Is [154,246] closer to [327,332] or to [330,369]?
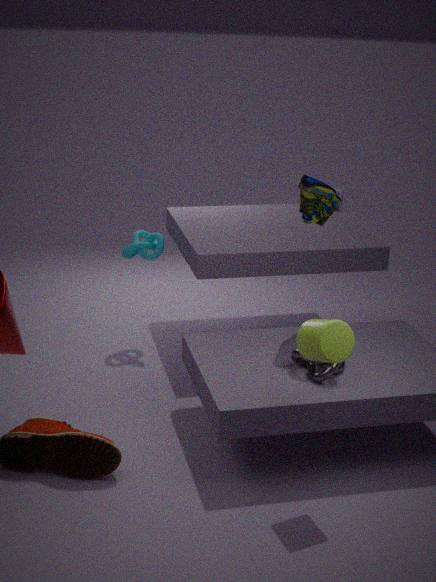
[330,369]
